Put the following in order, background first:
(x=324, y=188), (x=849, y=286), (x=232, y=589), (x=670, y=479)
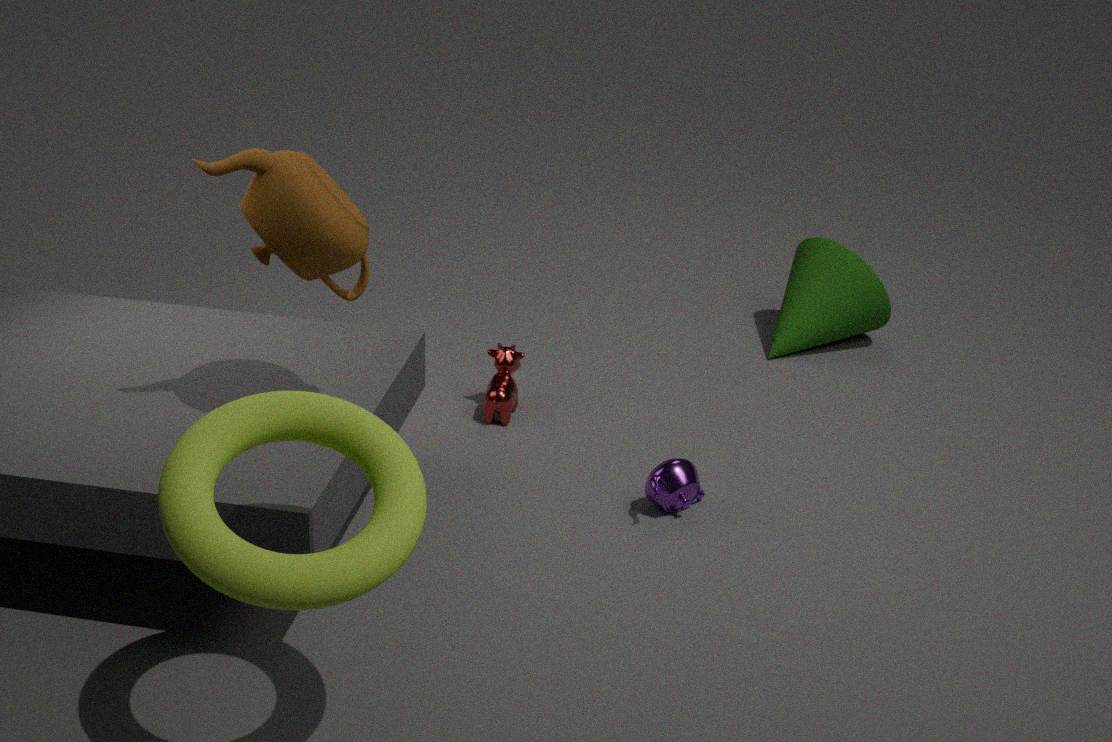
(x=849, y=286)
(x=670, y=479)
(x=324, y=188)
(x=232, y=589)
